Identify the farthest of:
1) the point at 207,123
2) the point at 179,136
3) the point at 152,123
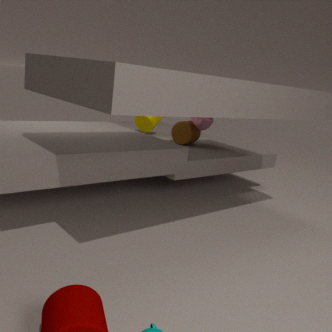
3. the point at 152,123
